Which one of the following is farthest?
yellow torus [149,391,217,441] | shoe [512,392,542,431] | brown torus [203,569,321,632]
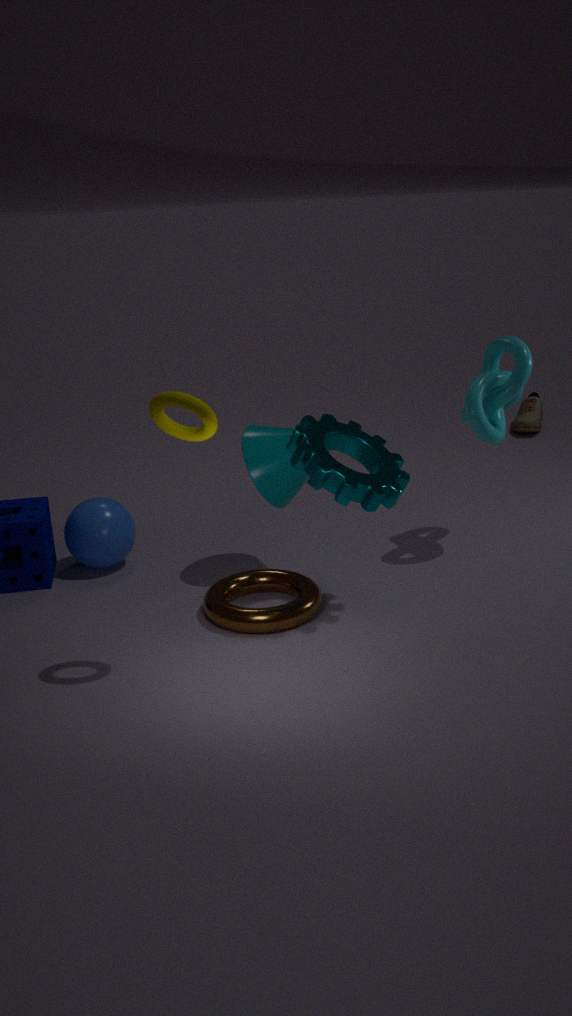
shoe [512,392,542,431]
